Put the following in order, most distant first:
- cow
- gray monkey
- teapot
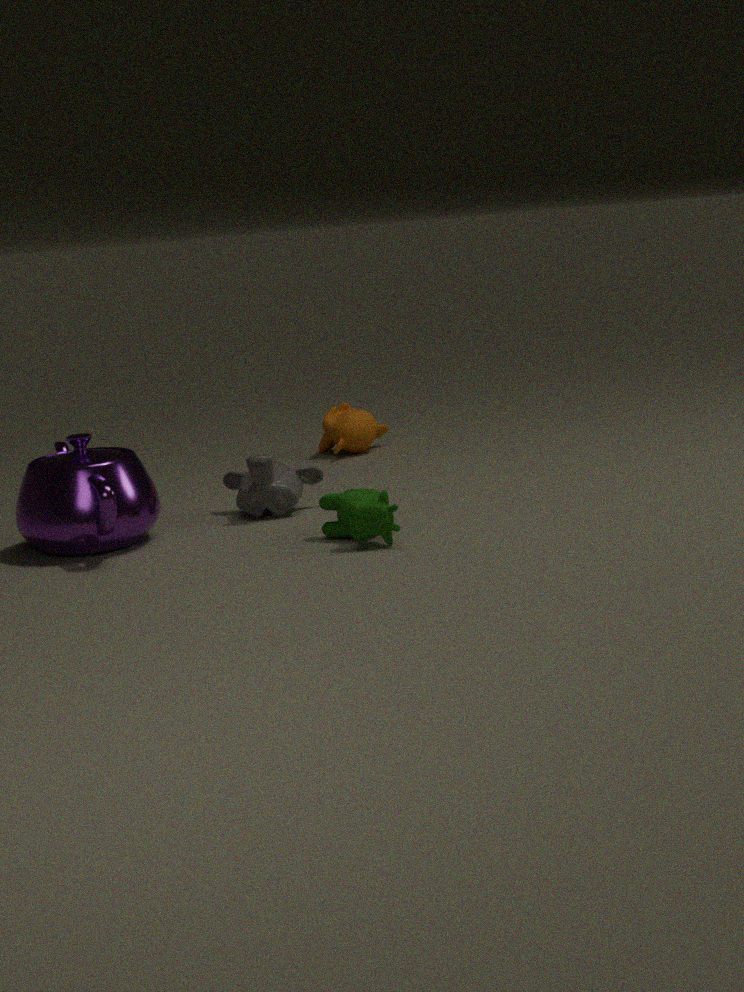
gray monkey < teapot < cow
